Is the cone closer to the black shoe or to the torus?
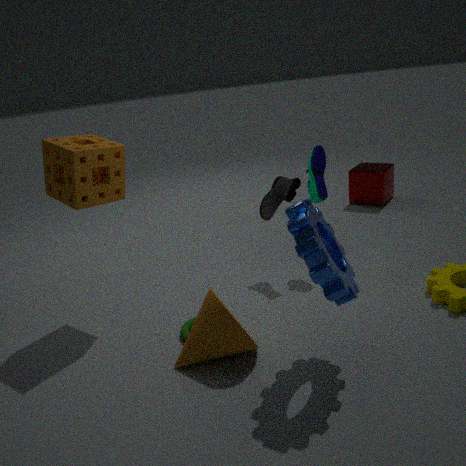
the torus
